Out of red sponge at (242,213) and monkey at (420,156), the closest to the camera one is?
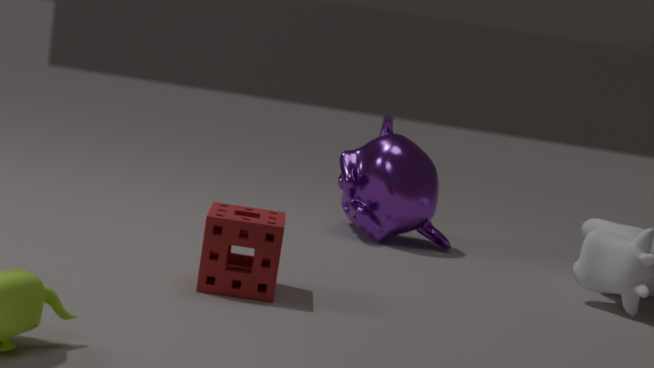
red sponge at (242,213)
